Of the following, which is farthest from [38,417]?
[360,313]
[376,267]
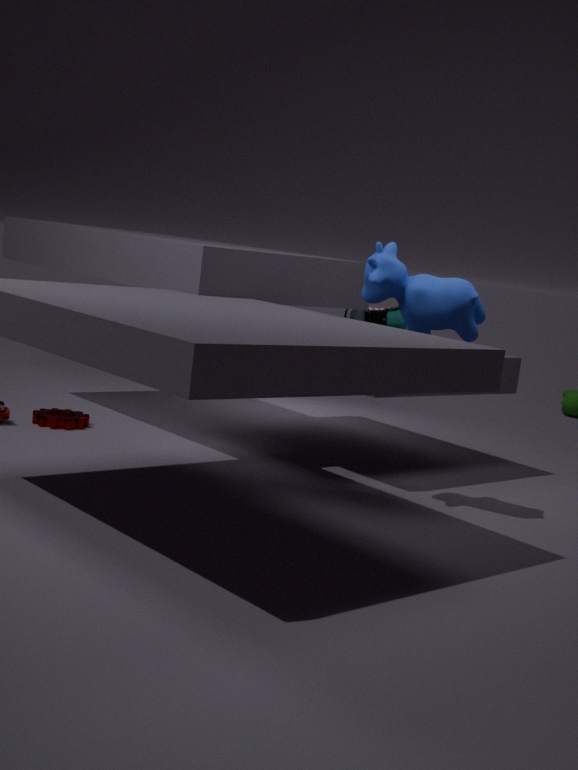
[376,267]
